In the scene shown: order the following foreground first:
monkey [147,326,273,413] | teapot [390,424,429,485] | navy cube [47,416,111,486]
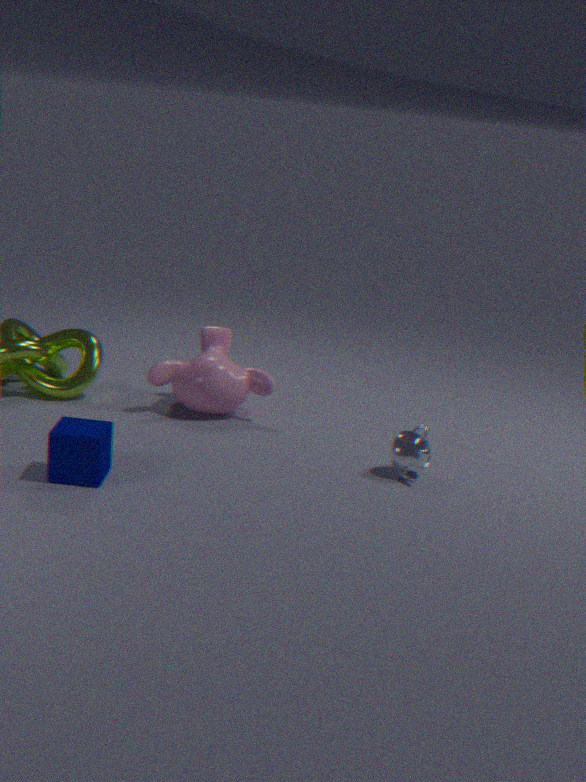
navy cube [47,416,111,486]
teapot [390,424,429,485]
monkey [147,326,273,413]
